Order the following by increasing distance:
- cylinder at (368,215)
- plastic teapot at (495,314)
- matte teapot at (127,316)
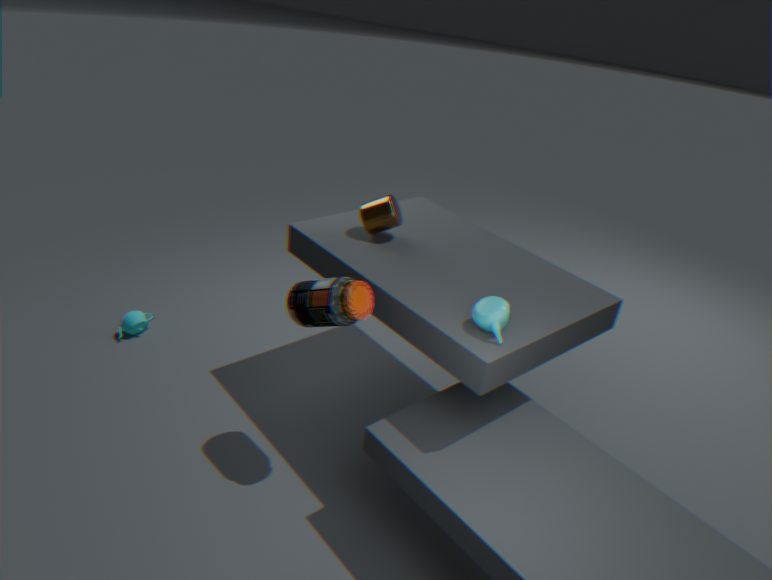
1. plastic teapot at (495,314)
2. cylinder at (368,215)
3. matte teapot at (127,316)
